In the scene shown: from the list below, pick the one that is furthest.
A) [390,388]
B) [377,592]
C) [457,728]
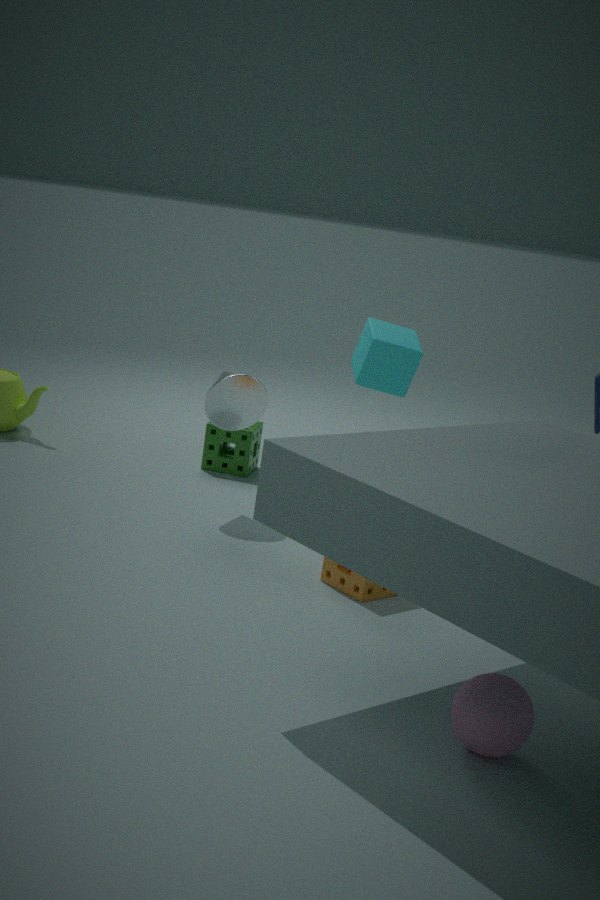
[390,388]
